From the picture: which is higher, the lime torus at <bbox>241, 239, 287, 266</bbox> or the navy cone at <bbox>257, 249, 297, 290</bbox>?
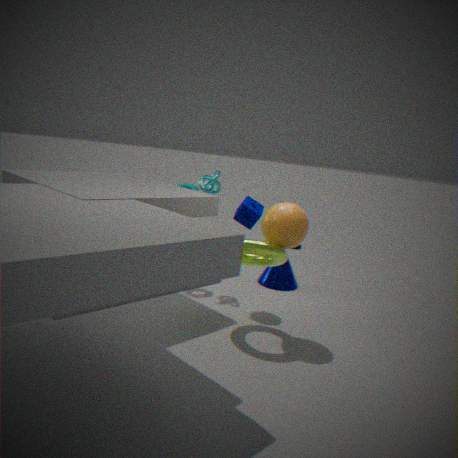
the lime torus at <bbox>241, 239, 287, 266</bbox>
